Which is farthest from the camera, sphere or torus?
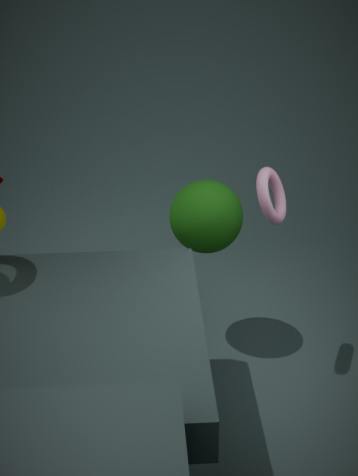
sphere
